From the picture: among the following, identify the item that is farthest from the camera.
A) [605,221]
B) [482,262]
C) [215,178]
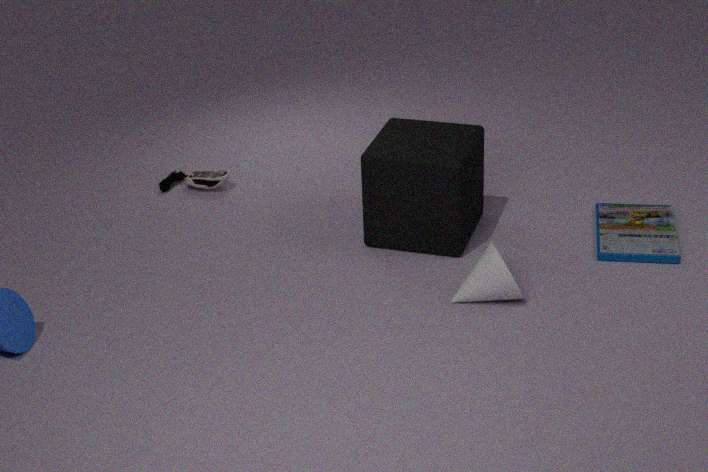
[215,178]
